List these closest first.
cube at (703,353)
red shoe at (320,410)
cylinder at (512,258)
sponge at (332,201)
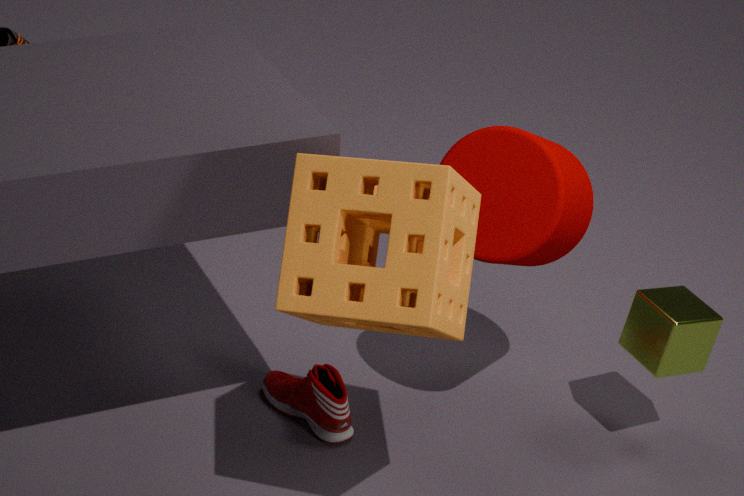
sponge at (332,201) → cylinder at (512,258) → cube at (703,353) → red shoe at (320,410)
